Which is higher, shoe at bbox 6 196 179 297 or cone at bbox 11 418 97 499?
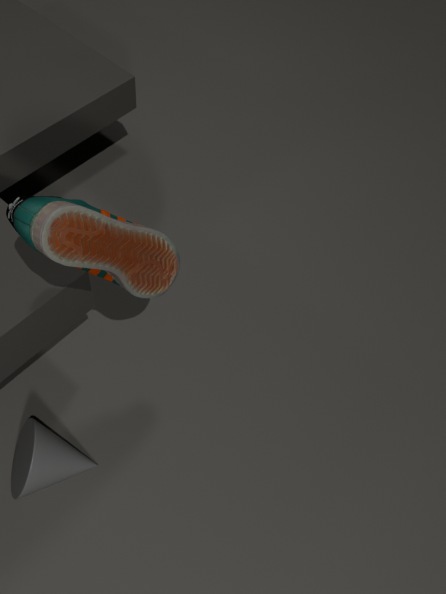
shoe at bbox 6 196 179 297
